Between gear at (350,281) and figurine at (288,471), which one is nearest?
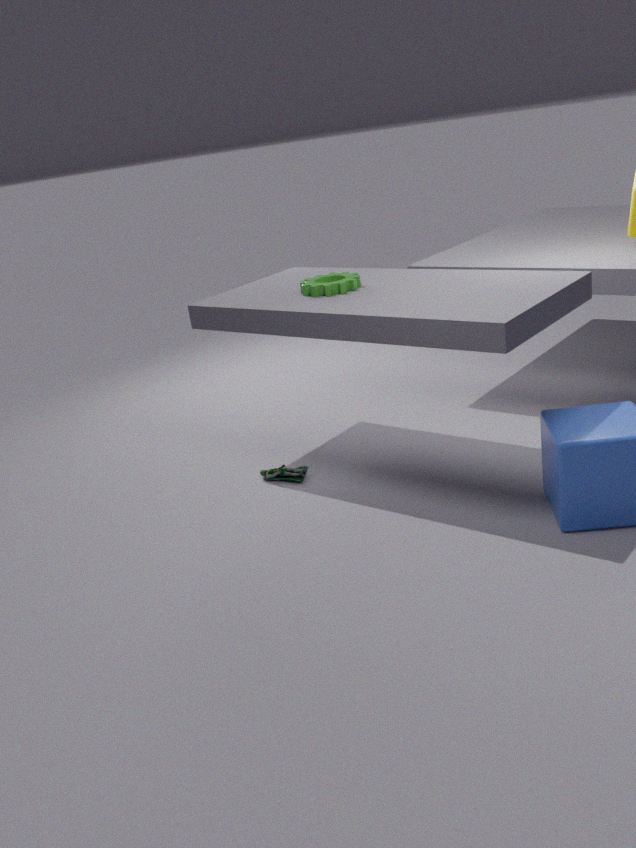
gear at (350,281)
